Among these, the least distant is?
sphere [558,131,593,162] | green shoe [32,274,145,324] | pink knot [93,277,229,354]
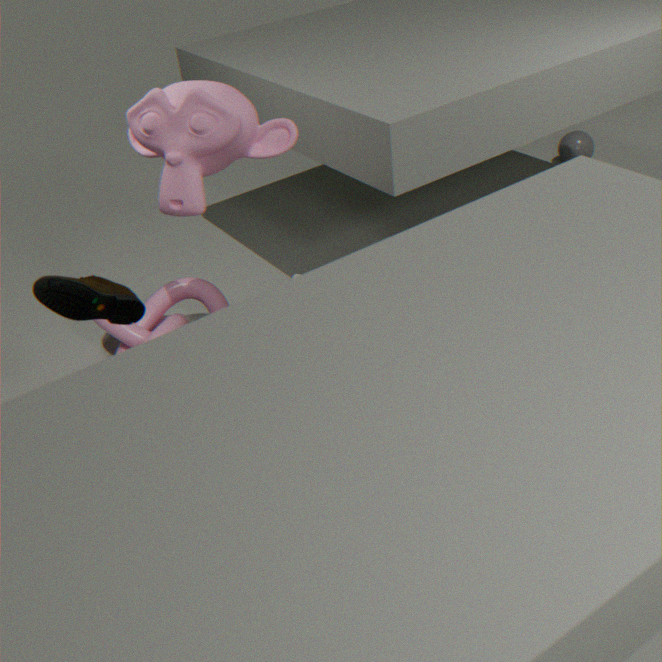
green shoe [32,274,145,324]
